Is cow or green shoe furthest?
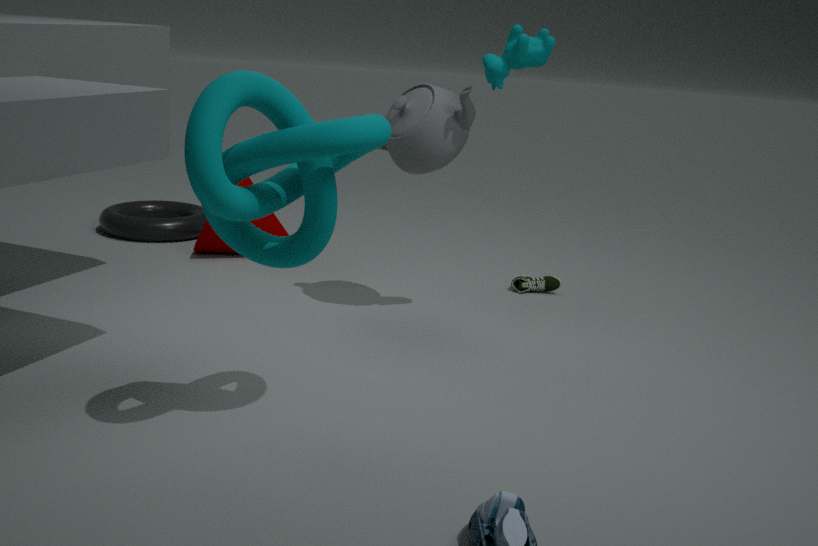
green shoe
